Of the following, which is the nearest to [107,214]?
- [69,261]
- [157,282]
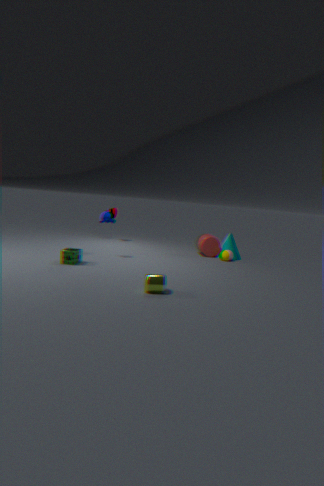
[69,261]
